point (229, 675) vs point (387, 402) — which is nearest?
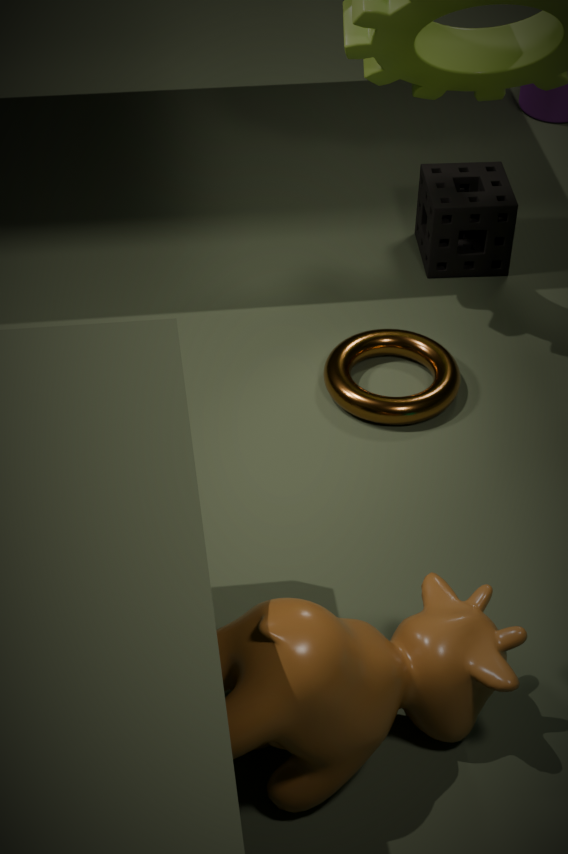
point (229, 675)
